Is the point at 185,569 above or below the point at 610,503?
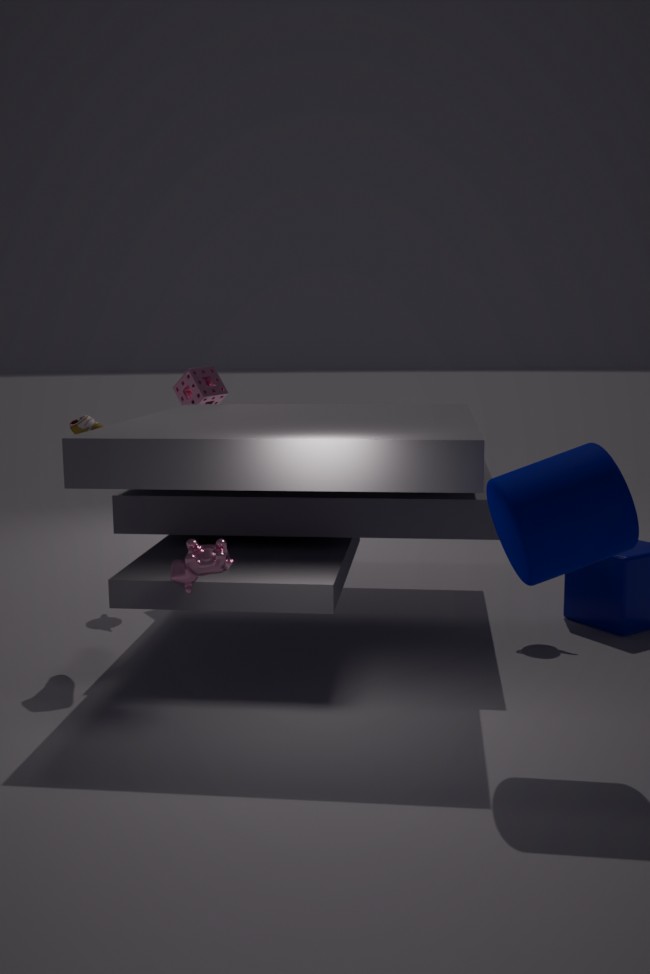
below
